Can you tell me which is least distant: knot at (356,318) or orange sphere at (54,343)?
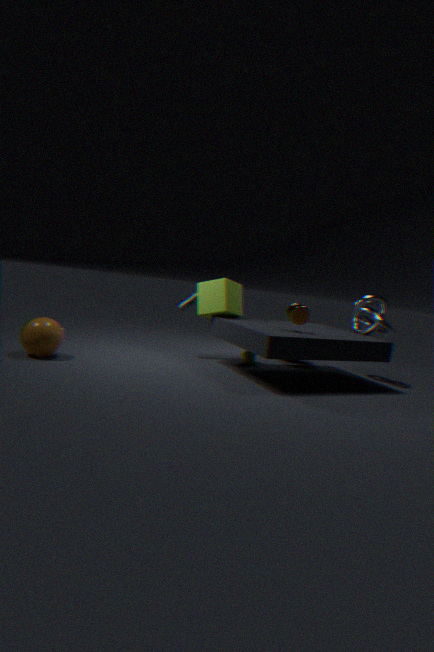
orange sphere at (54,343)
